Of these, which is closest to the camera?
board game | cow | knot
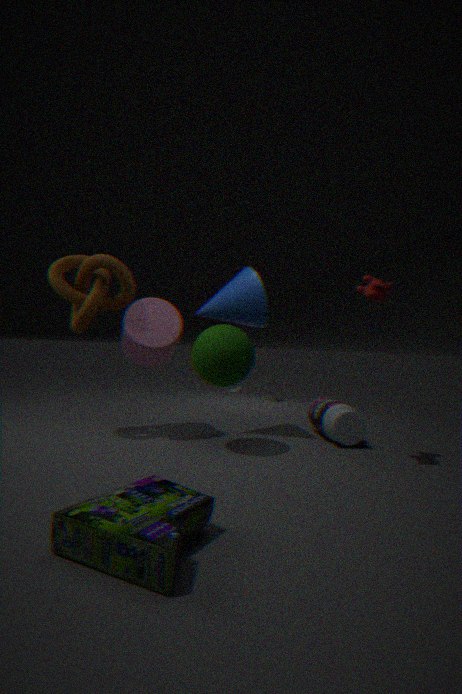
board game
